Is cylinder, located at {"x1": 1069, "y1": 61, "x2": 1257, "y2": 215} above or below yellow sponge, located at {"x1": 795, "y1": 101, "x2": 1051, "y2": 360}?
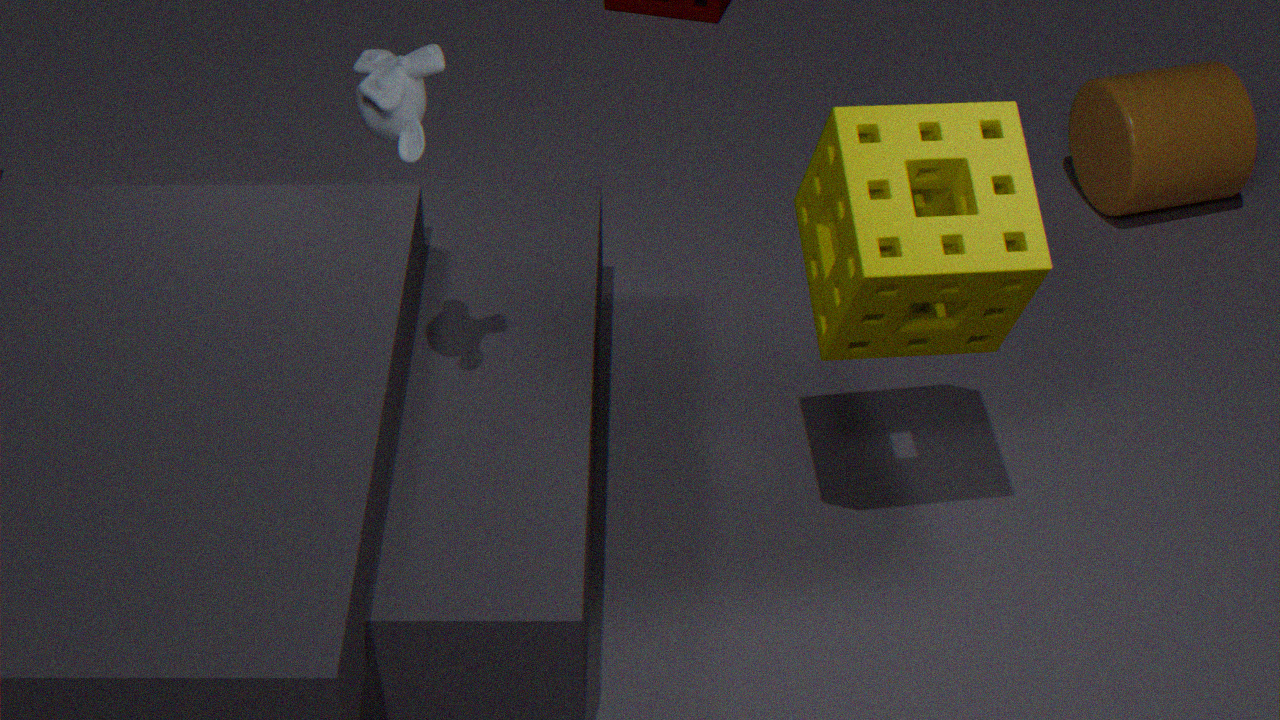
below
